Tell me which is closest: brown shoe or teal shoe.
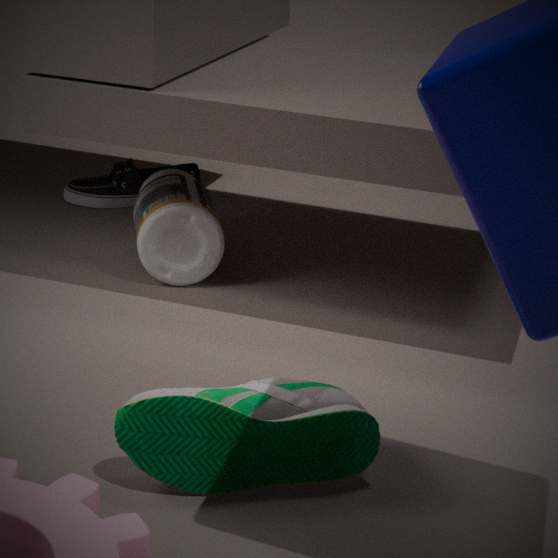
teal shoe
